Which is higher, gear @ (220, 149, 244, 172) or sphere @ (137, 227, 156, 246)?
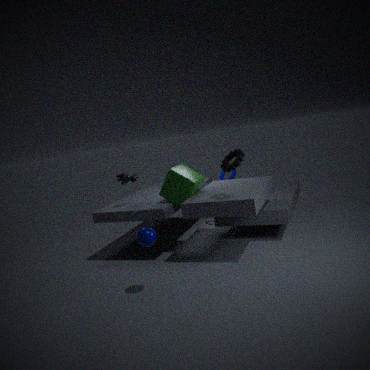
gear @ (220, 149, 244, 172)
